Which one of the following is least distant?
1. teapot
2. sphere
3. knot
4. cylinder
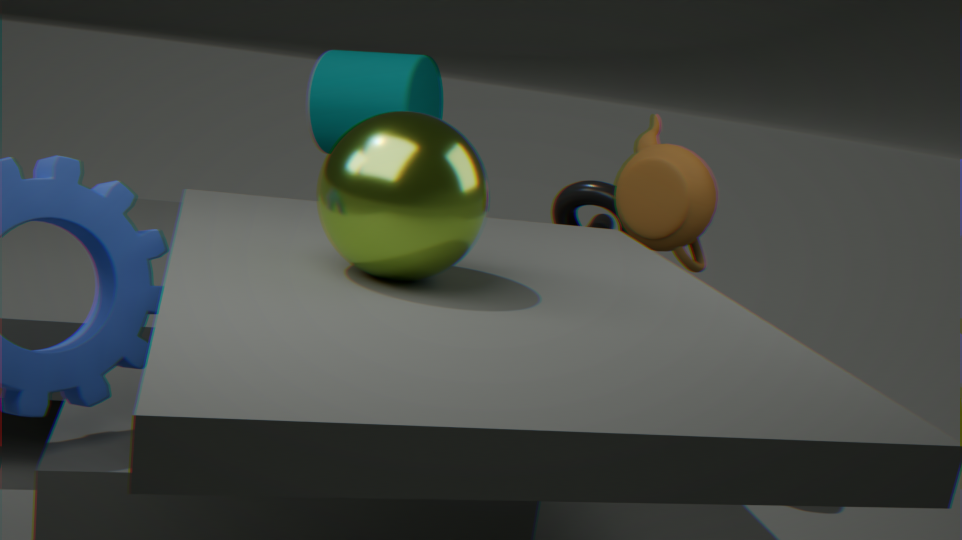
sphere
